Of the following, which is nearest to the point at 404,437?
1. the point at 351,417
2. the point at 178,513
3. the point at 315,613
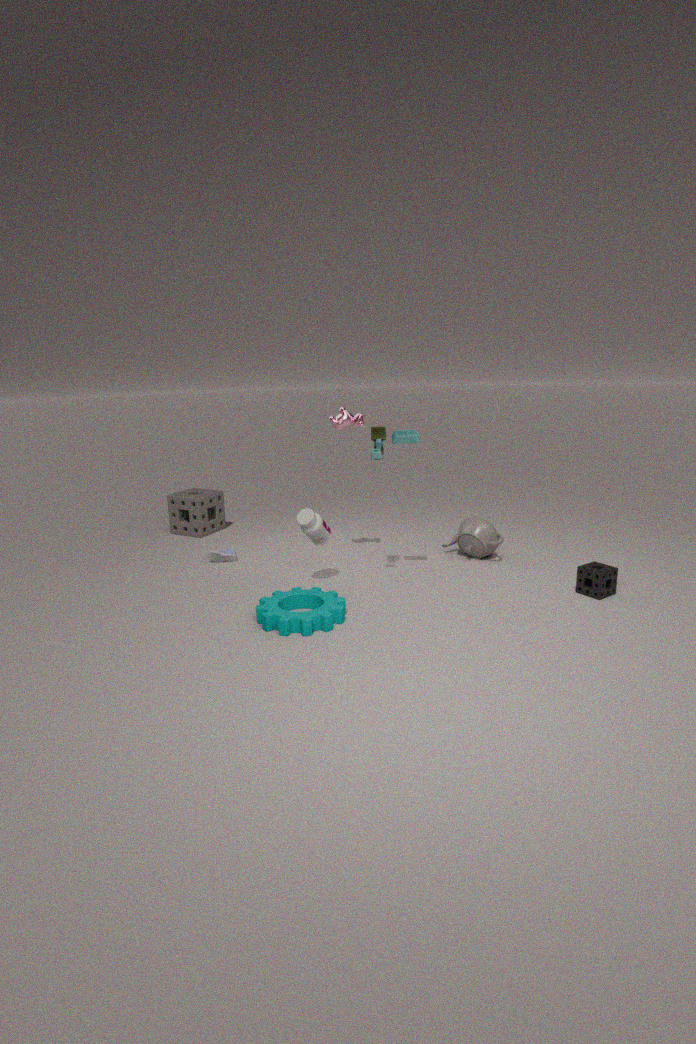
the point at 351,417
